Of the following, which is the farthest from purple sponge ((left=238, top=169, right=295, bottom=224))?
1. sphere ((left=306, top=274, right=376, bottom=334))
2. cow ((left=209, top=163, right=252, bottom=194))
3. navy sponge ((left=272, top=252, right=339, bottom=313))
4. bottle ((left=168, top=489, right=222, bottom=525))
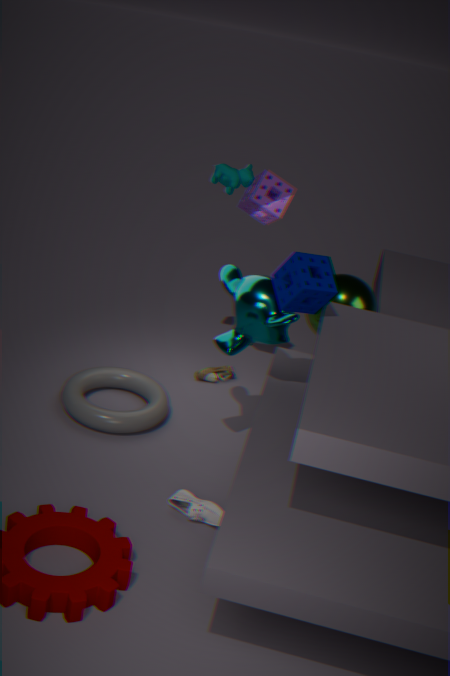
bottle ((left=168, top=489, right=222, bottom=525))
